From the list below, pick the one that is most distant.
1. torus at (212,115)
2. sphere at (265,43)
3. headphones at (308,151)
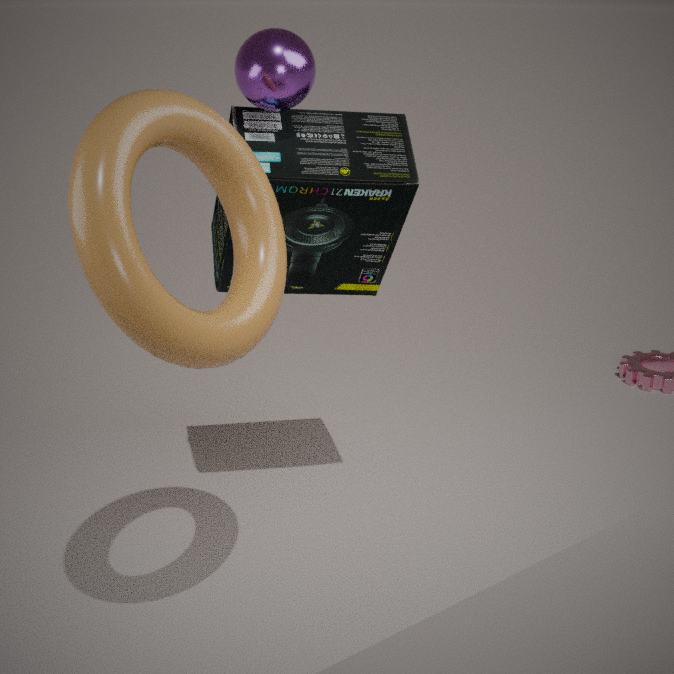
headphones at (308,151)
